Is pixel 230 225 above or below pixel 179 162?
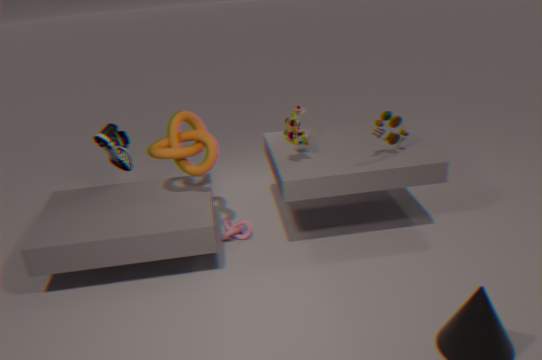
below
